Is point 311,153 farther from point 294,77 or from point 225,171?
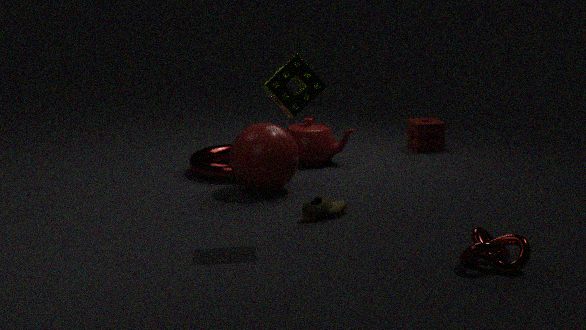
point 294,77
